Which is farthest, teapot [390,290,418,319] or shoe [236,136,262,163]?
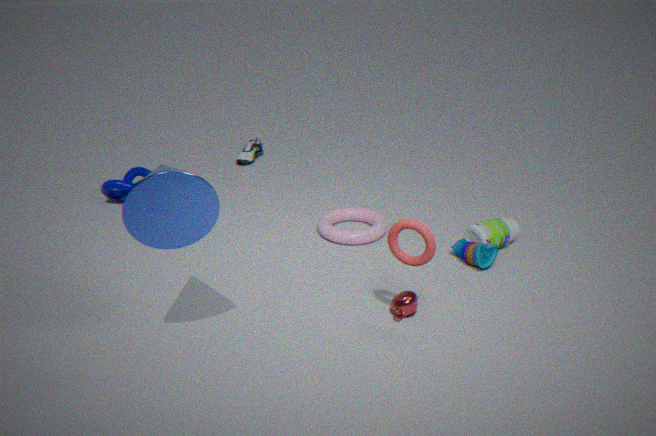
shoe [236,136,262,163]
